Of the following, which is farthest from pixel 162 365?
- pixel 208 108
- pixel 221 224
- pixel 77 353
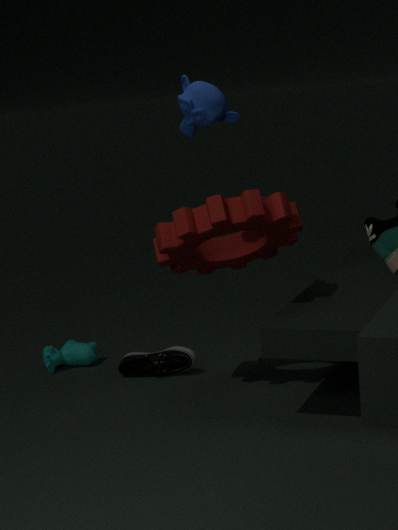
pixel 208 108
